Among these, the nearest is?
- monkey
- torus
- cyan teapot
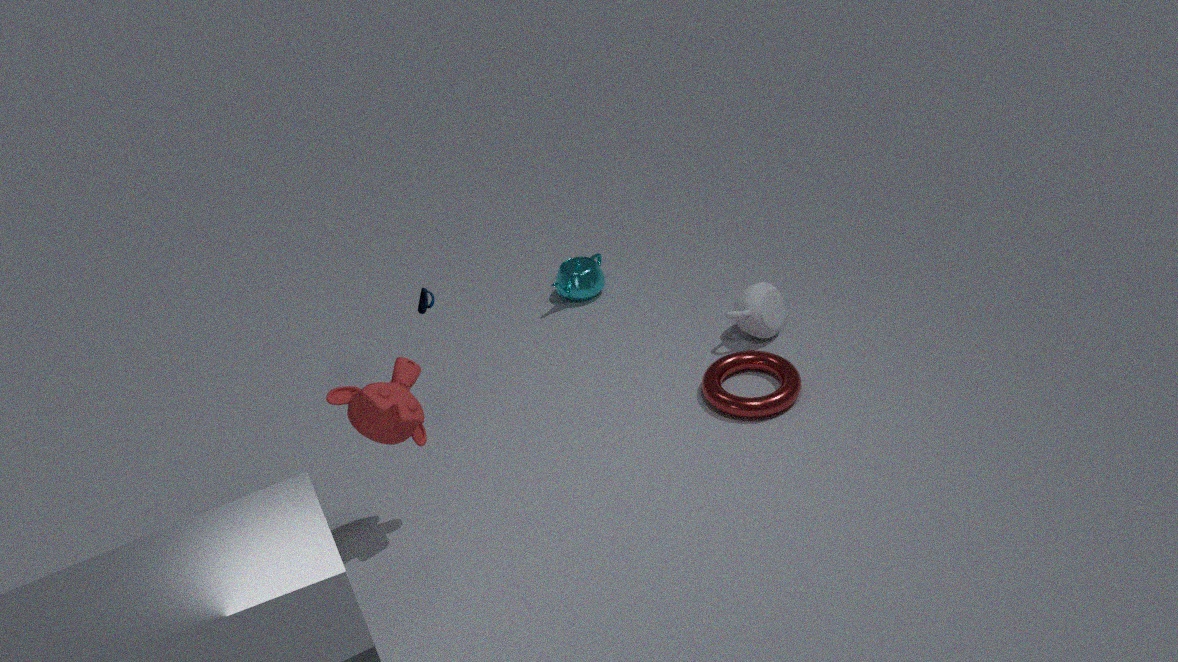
monkey
